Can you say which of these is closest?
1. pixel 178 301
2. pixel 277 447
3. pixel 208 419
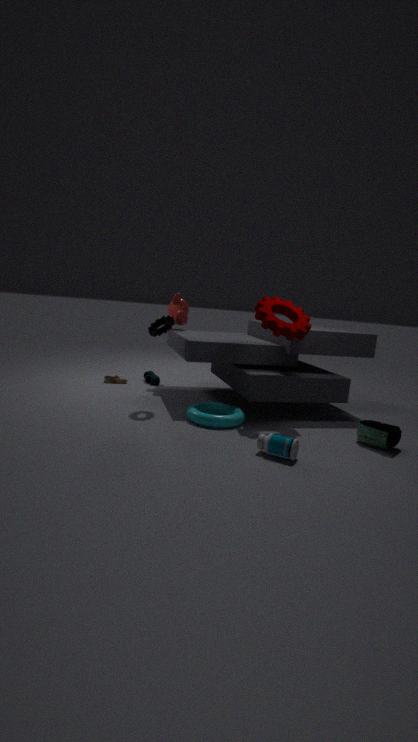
pixel 277 447
